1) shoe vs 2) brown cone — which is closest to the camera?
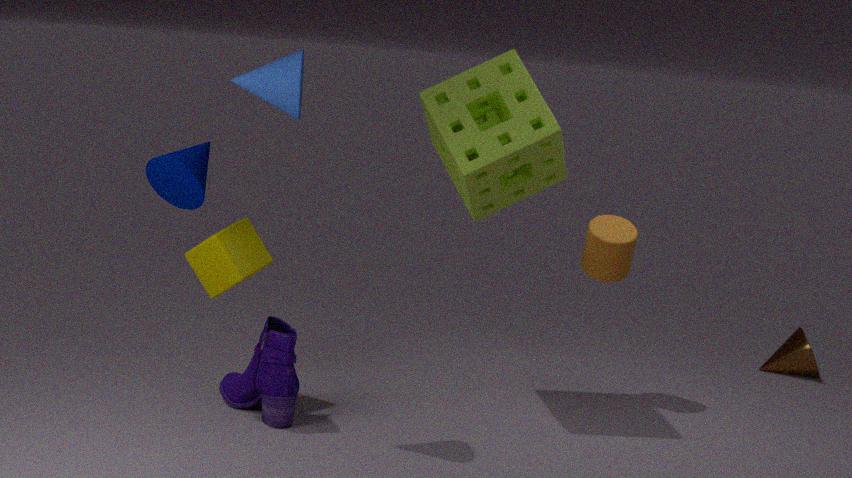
1. shoe
